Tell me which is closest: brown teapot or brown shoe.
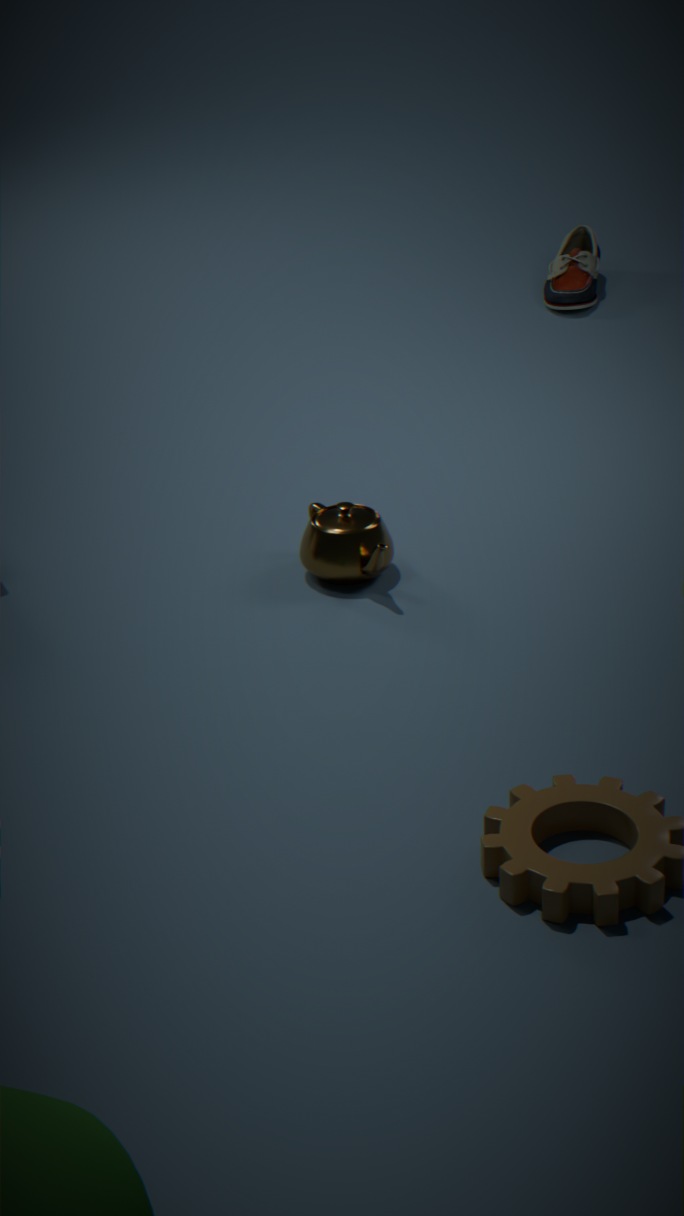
brown teapot
